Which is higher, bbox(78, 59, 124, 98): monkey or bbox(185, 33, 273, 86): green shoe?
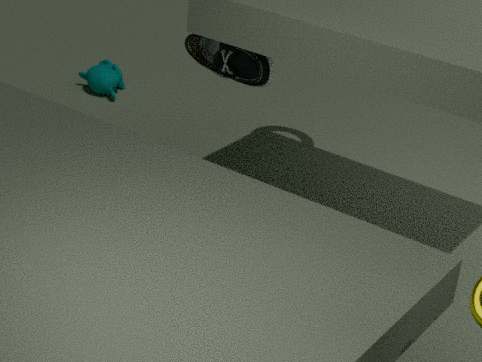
bbox(185, 33, 273, 86): green shoe
